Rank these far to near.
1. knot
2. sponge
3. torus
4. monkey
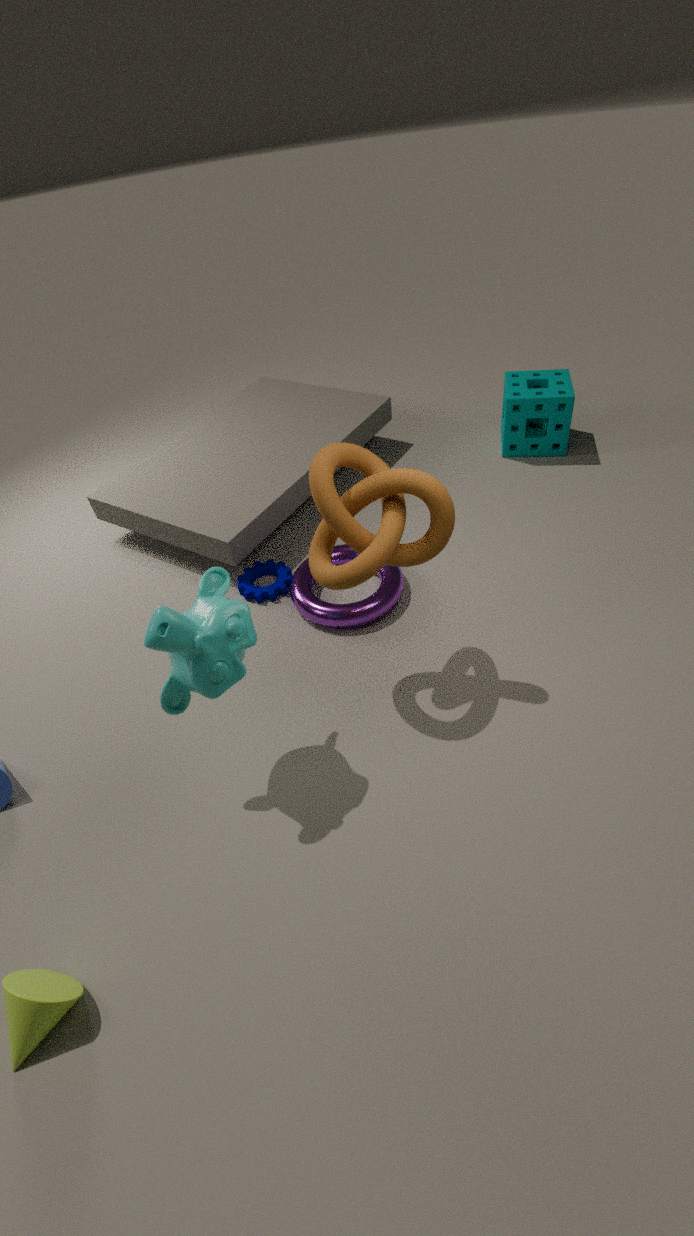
sponge, torus, knot, monkey
